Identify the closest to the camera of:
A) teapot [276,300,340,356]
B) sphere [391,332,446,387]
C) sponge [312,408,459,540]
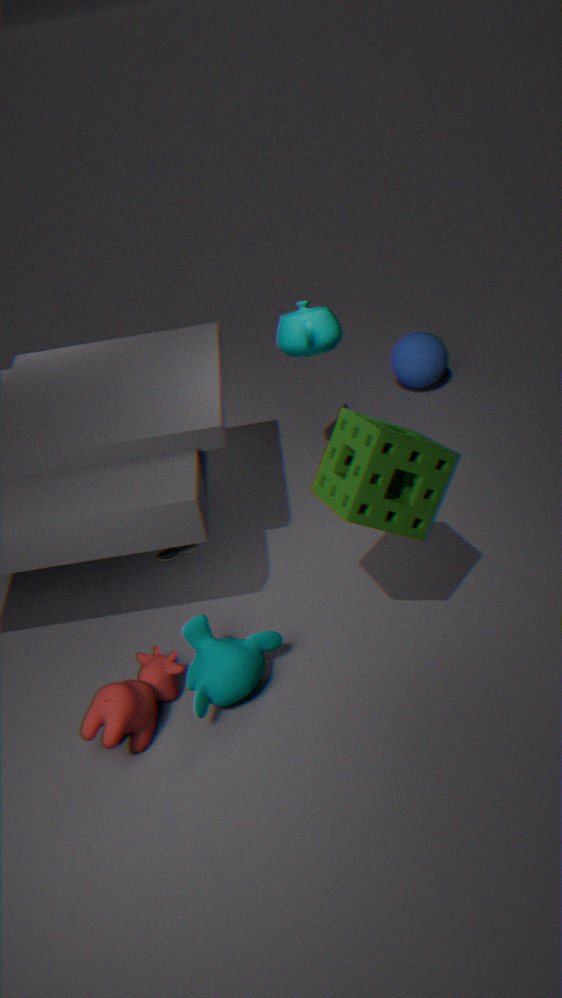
sponge [312,408,459,540]
